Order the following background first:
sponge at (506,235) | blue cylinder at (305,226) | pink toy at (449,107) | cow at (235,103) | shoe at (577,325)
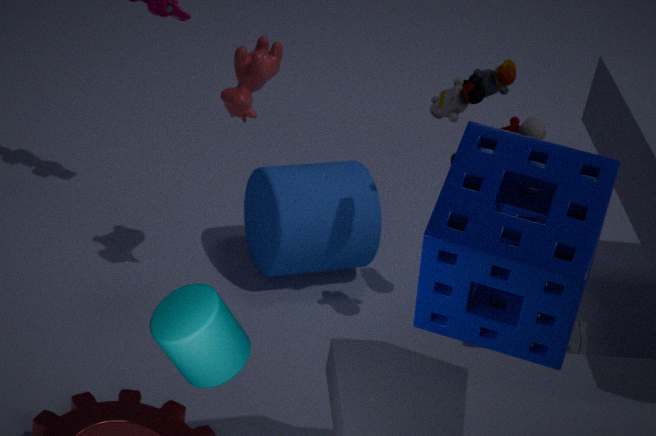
1. blue cylinder at (305,226)
2. shoe at (577,325)
3. cow at (235,103)
4. pink toy at (449,107)
5. sponge at (506,235)
